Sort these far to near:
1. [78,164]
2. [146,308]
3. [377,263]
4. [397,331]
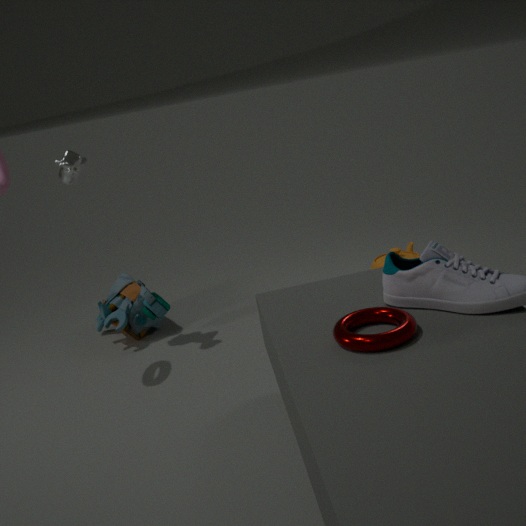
[377,263] < [146,308] < [78,164] < [397,331]
